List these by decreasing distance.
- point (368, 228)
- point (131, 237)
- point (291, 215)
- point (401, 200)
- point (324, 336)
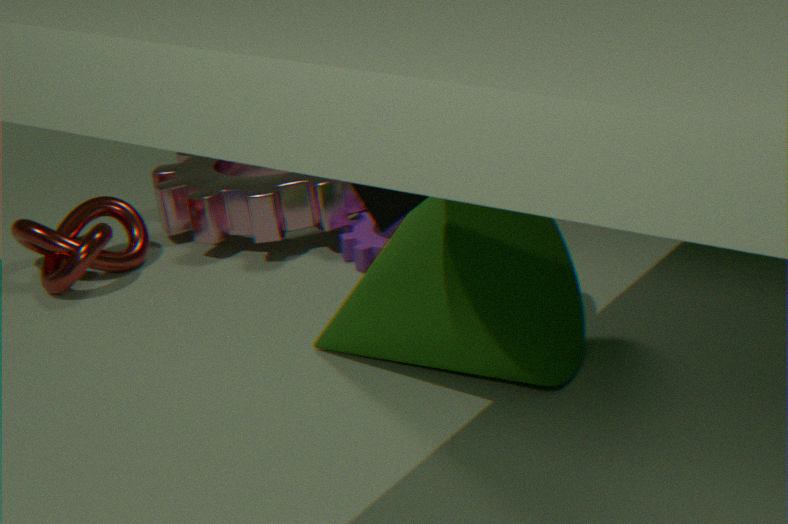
point (131, 237)
point (291, 215)
point (368, 228)
point (324, 336)
point (401, 200)
